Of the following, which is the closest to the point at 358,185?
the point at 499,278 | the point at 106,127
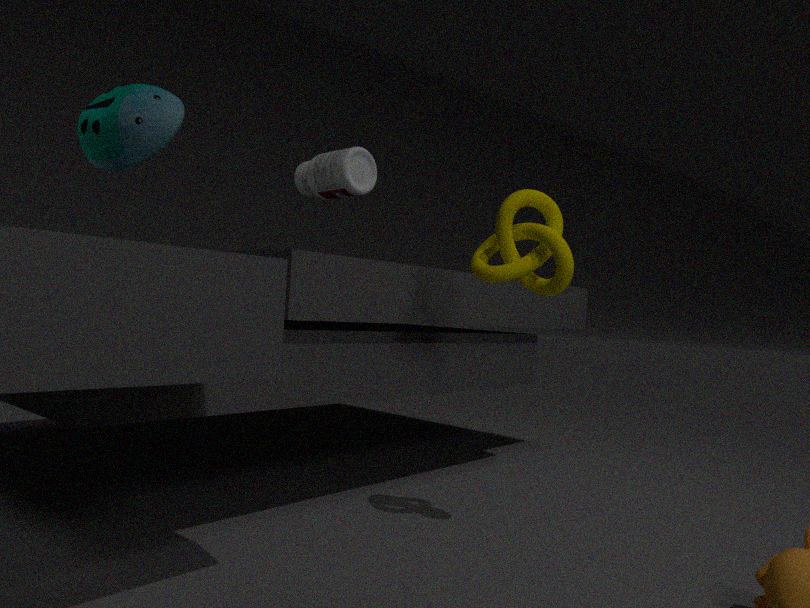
the point at 106,127
